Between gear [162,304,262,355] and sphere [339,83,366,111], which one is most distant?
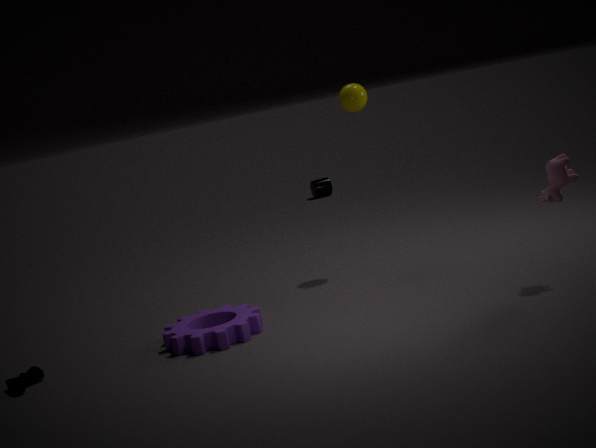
sphere [339,83,366,111]
